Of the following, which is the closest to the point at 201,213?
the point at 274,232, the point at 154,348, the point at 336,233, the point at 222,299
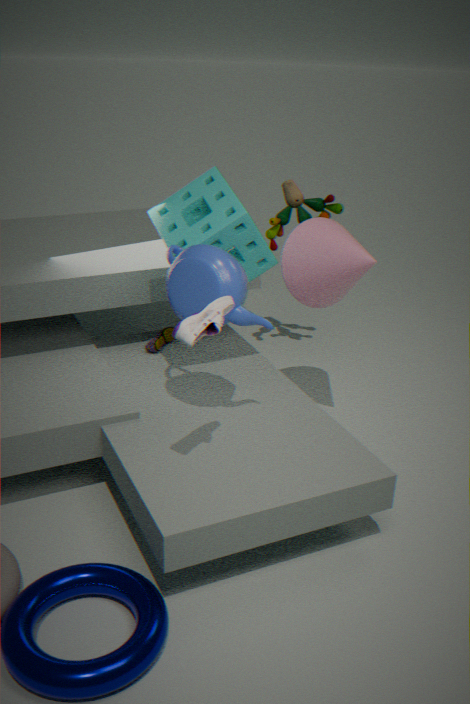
the point at 336,233
